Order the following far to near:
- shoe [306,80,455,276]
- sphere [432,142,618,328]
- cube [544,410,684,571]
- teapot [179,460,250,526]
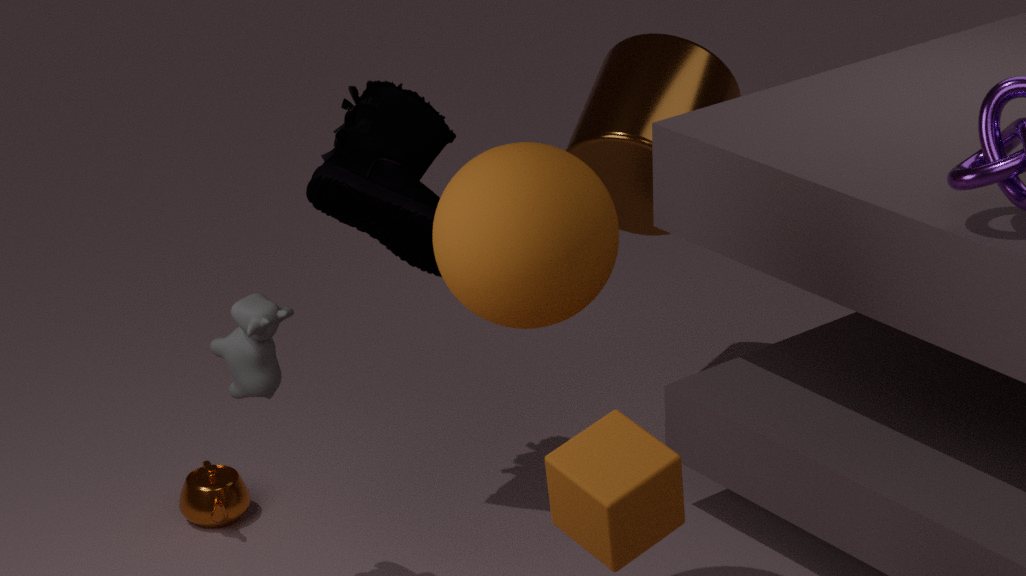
teapot [179,460,250,526]
shoe [306,80,455,276]
sphere [432,142,618,328]
cube [544,410,684,571]
